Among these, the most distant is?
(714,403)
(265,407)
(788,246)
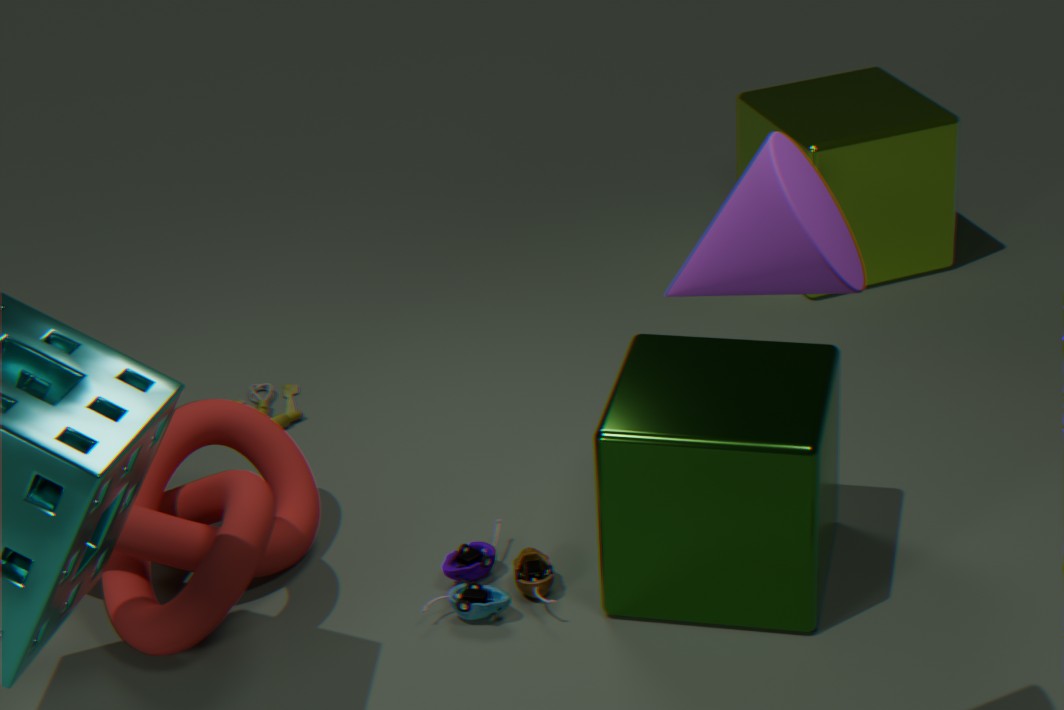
(265,407)
